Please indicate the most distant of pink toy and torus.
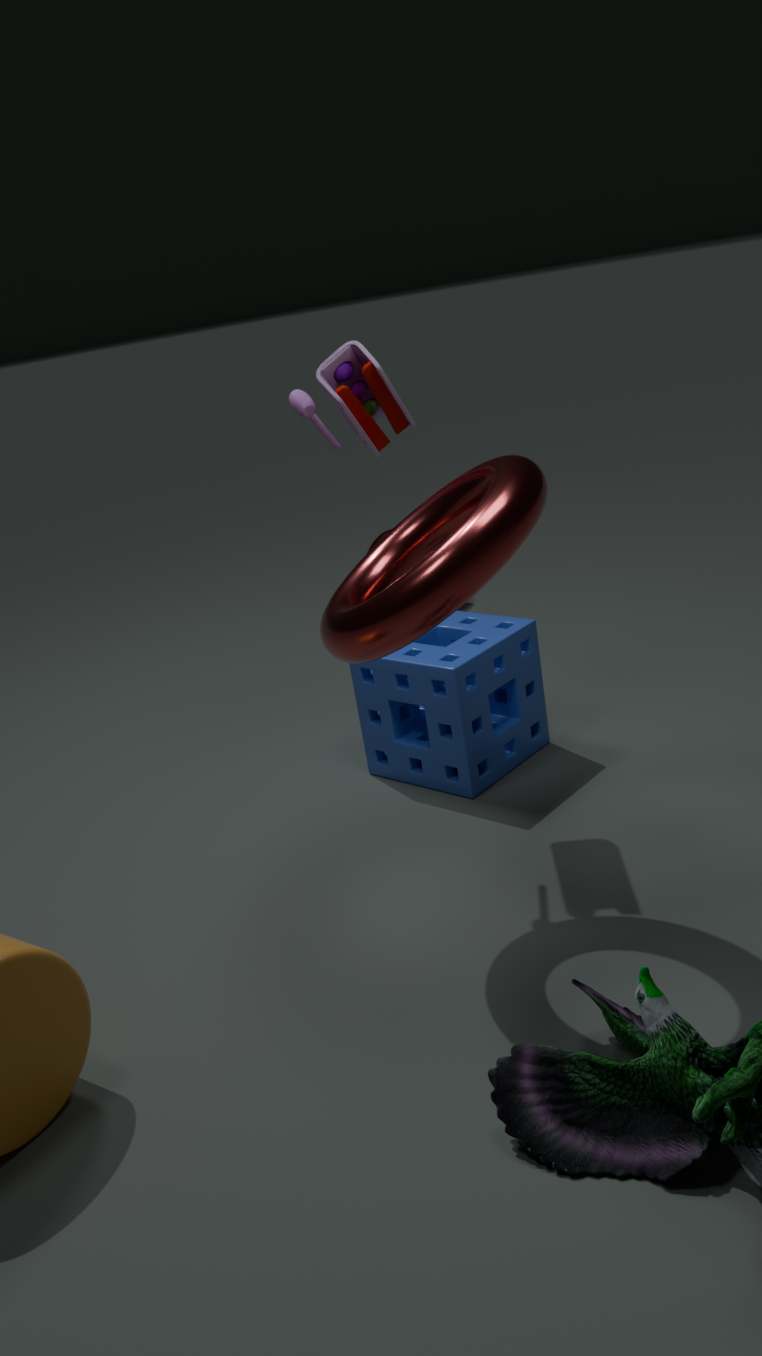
pink toy
